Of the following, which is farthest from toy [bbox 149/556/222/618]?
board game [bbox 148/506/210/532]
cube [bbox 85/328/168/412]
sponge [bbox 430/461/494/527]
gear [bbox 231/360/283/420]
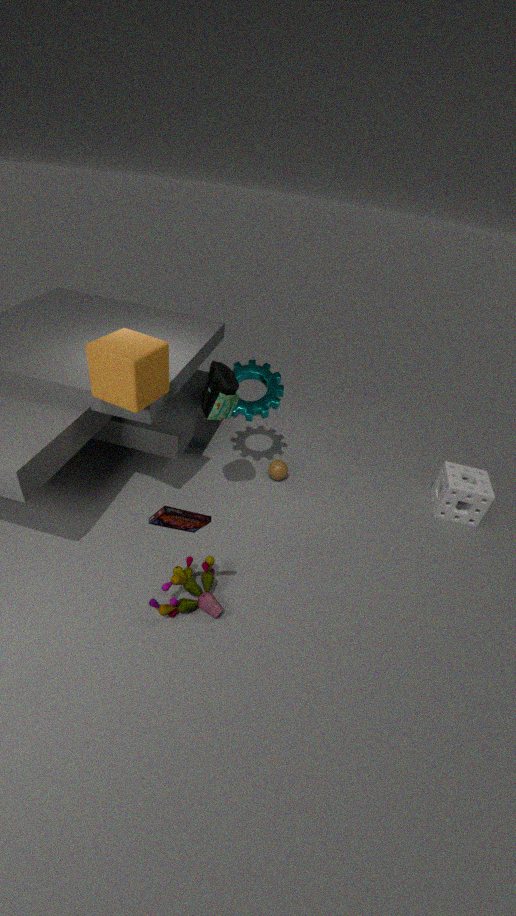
sponge [bbox 430/461/494/527]
